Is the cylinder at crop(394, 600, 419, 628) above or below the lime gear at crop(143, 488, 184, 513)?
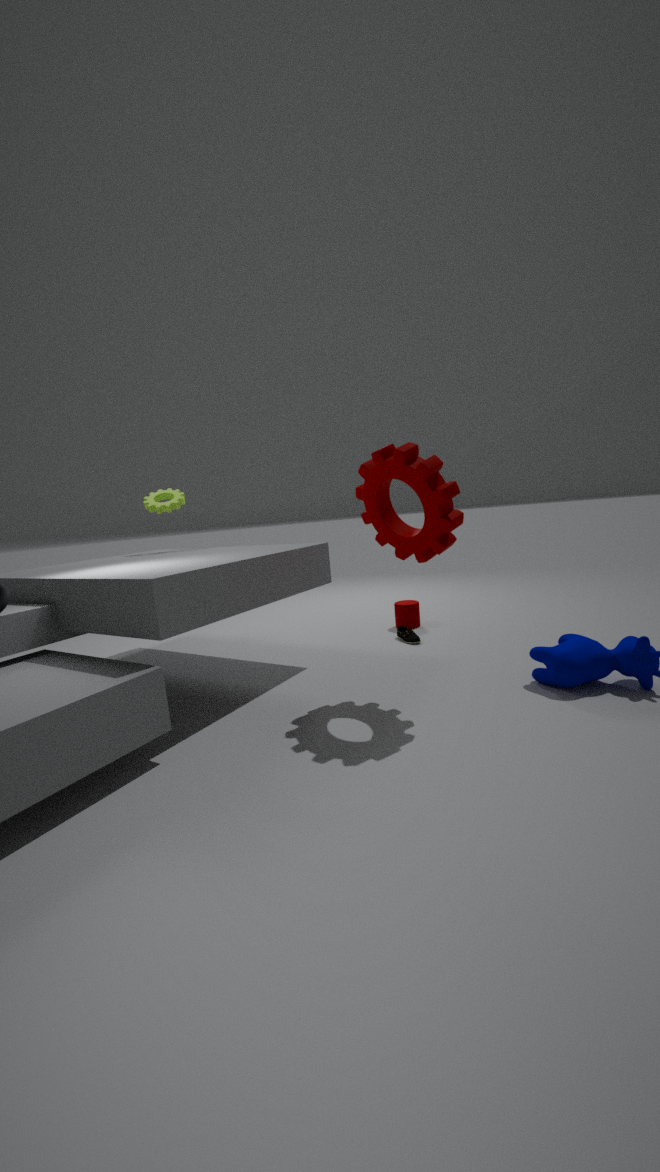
below
